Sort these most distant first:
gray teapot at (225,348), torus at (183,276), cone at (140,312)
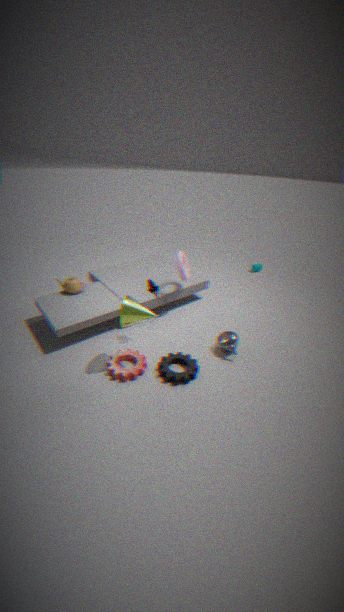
1. torus at (183,276)
2. gray teapot at (225,348)
3. cone at (140,312)
